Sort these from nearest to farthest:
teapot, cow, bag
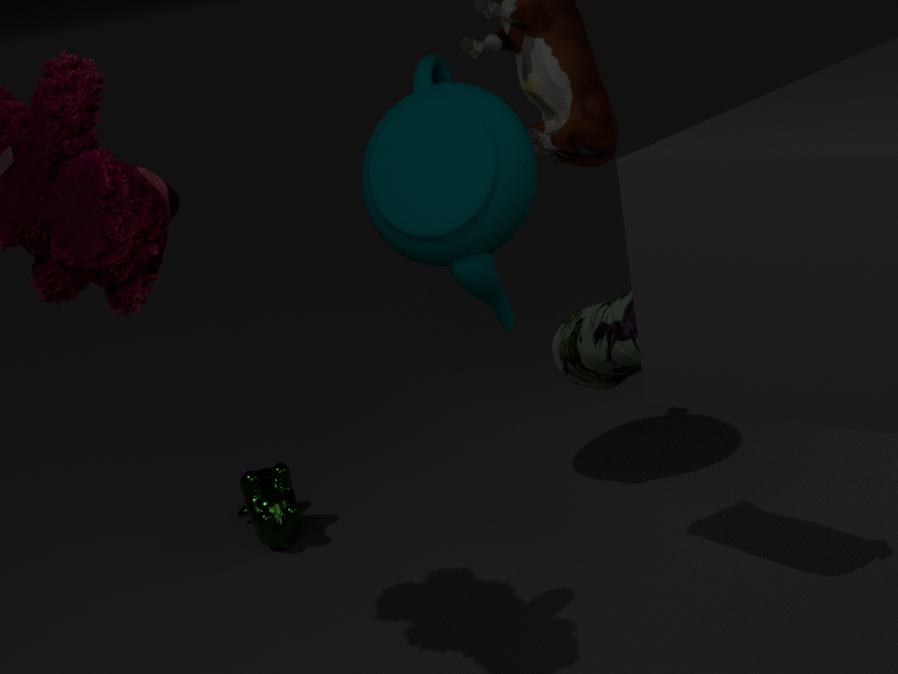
1. bag
2. teapot
3. cow
